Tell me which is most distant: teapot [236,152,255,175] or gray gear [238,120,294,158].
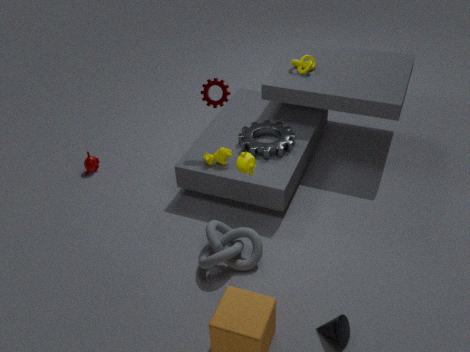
gray gear [238,120,294,158]
